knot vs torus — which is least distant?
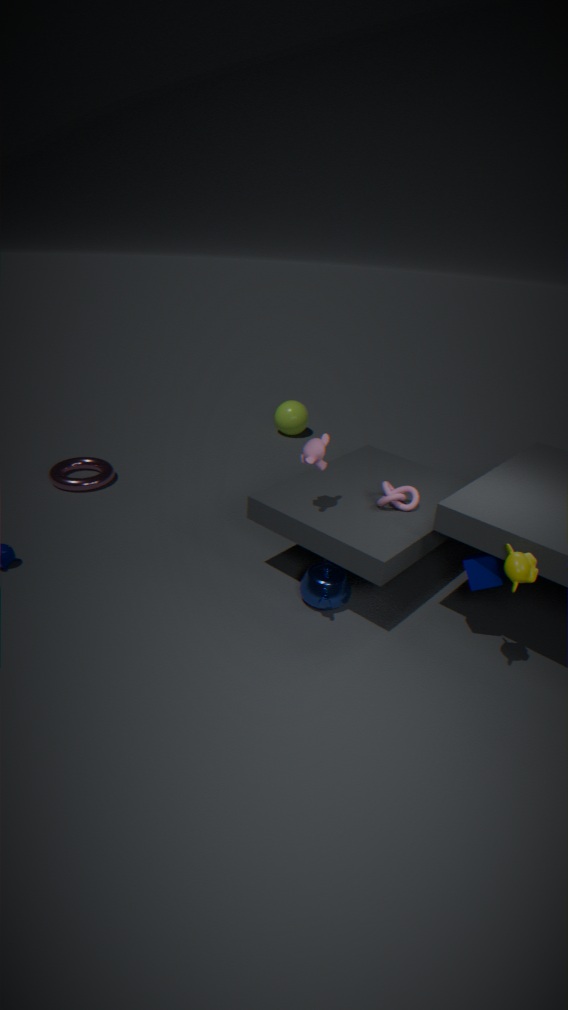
knot
